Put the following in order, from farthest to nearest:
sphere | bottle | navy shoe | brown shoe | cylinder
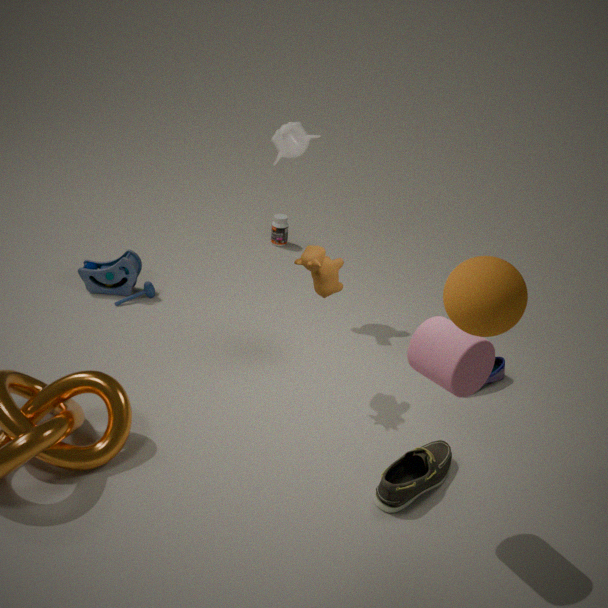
bottle < navy shoe < brown shoe < cylinder < sphere
